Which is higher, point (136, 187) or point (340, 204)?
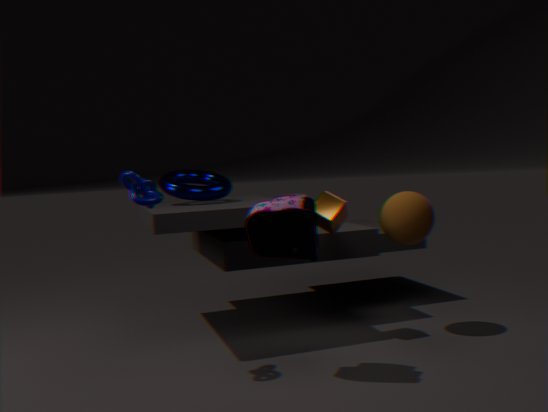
point (136, 187)
